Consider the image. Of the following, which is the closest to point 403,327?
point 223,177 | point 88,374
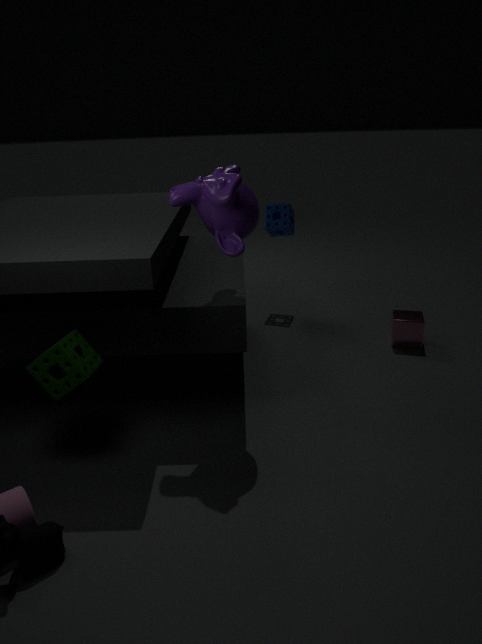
point 223,177
